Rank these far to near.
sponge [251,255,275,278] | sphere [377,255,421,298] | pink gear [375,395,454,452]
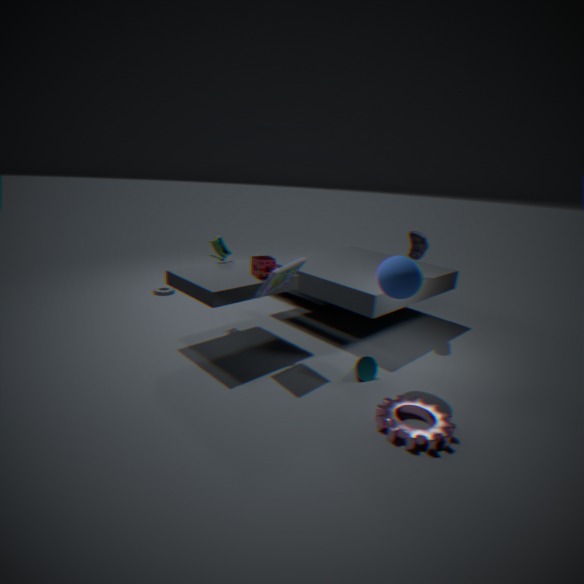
sponge [251,255,275,278]
sphere [377,255,421,298]
pink gear [375,395,454,452]
